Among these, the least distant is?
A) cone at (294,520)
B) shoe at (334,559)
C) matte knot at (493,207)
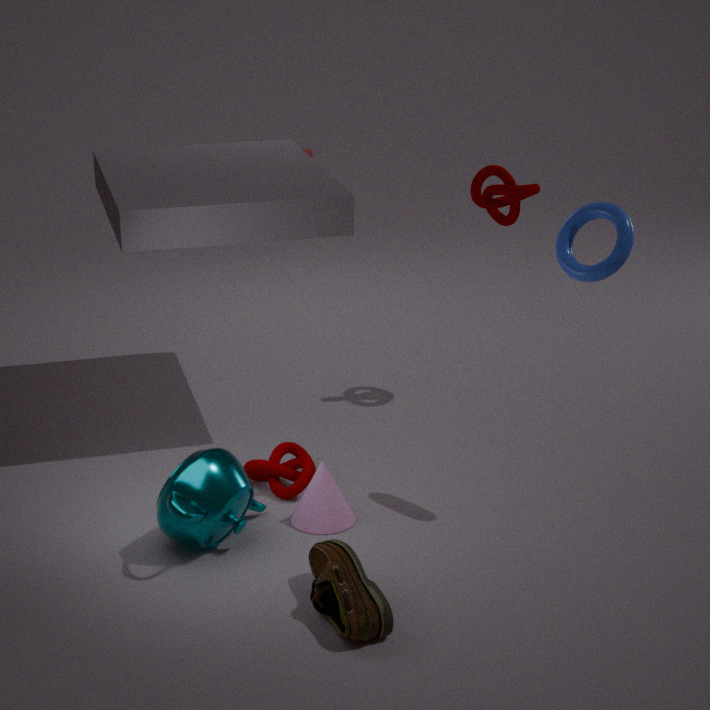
shoe at (334,559)
